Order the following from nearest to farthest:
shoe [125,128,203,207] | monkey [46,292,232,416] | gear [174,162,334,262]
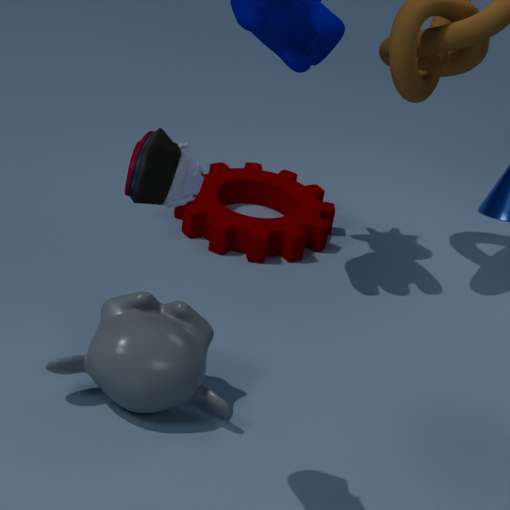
shoe [125,128,203,207], monkey [46,292,232,416], gear [174,162,334,262]
